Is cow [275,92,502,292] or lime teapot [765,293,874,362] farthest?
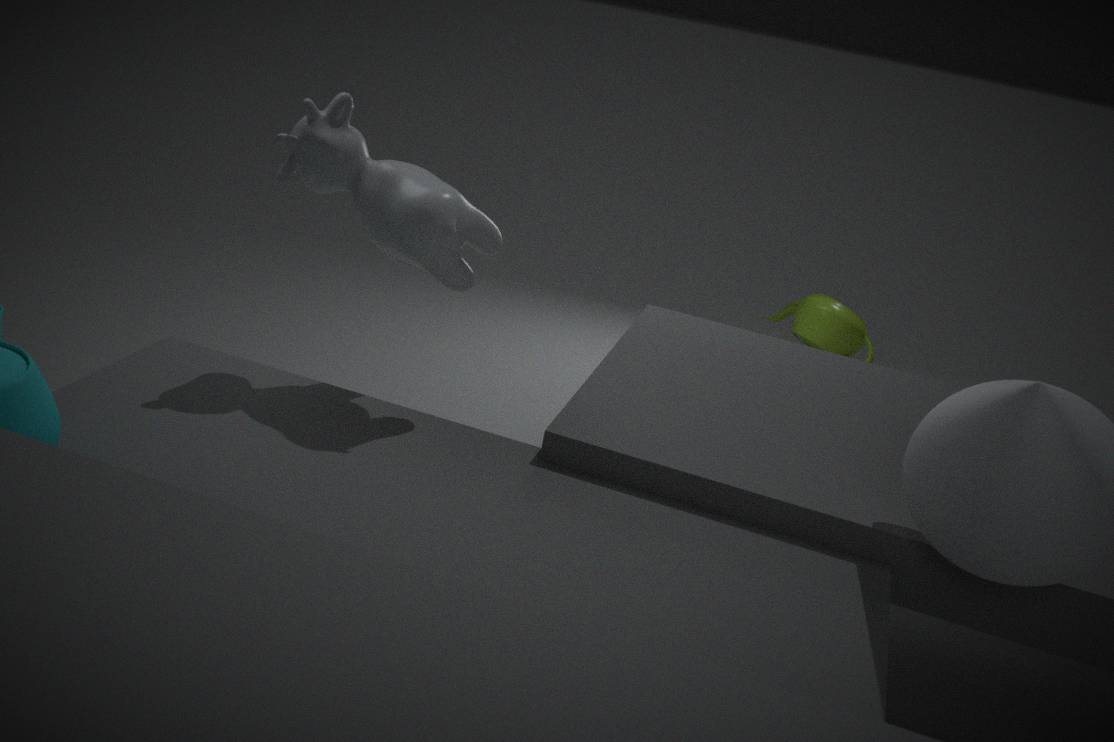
lime teapot [765,293,874,362]
